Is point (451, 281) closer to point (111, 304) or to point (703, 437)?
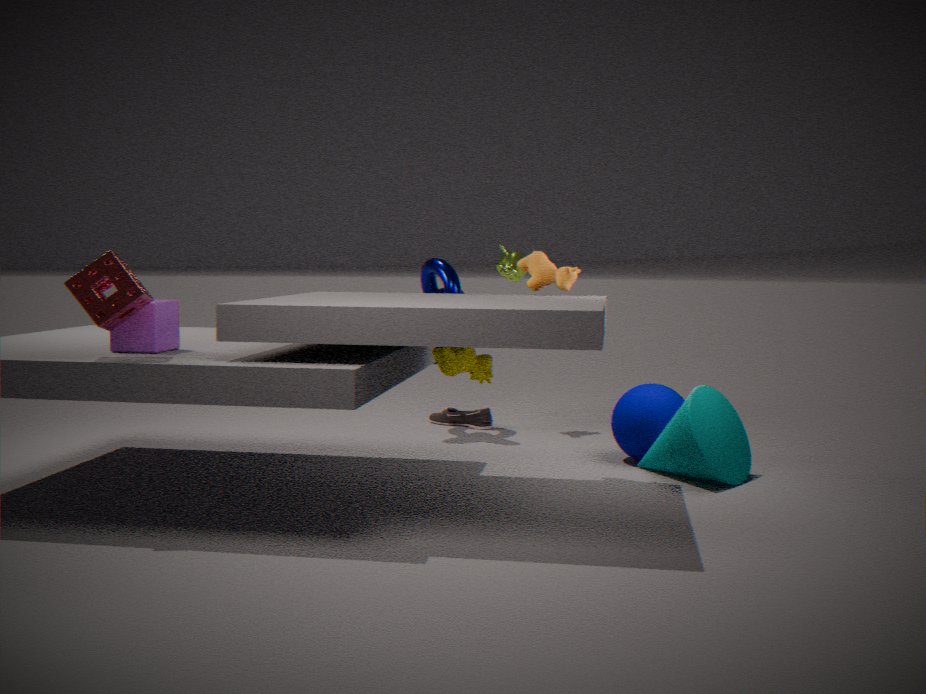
point (703, 437)
